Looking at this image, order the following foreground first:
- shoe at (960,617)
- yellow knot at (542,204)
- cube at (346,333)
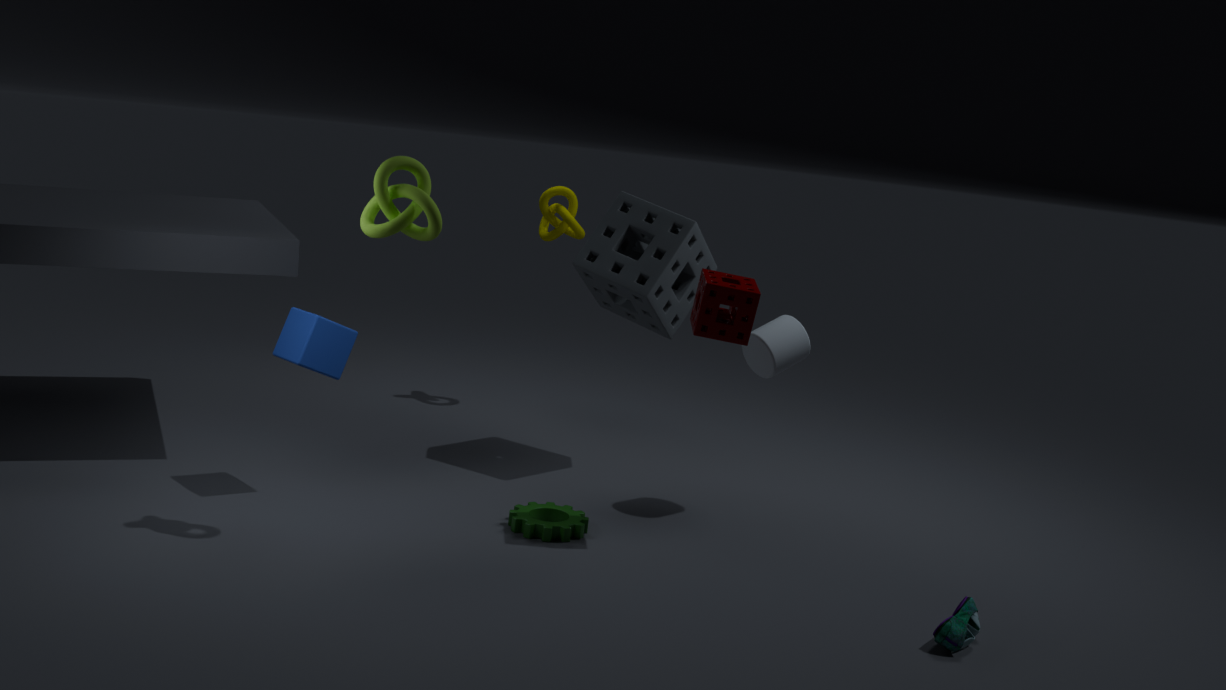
1. shoe at (960,617)
2. cube at (346,333)
3. yellow knot at (542,204)
